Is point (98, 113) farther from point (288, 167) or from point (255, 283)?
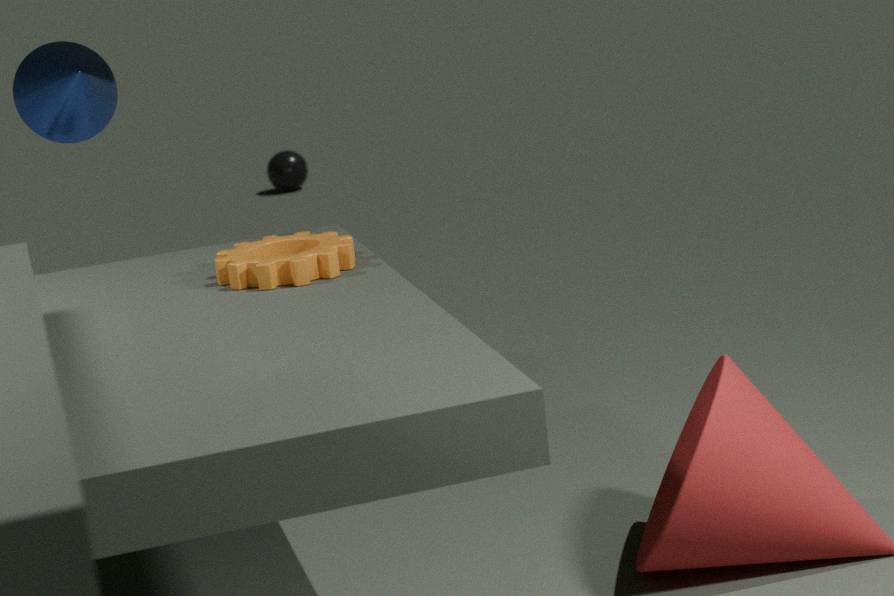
point (288, 167)
